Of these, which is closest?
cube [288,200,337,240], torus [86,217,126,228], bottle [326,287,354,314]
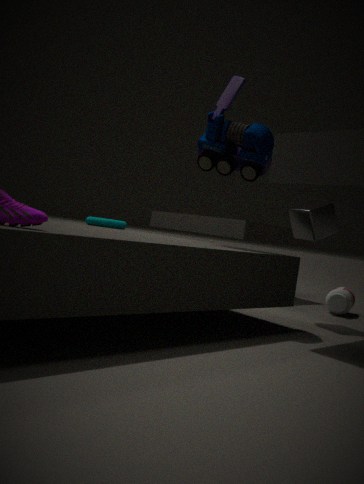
cube [288,200,337,240]
